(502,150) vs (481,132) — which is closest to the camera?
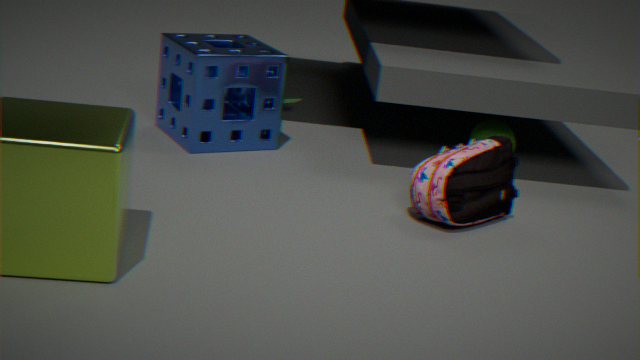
(502,150)
